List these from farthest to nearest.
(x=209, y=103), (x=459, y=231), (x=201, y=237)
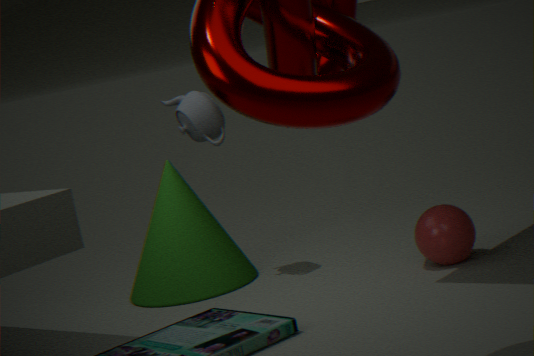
1. (x=201, y=237)
2. (x=209, y=103)
3. (x=459, y=231)
